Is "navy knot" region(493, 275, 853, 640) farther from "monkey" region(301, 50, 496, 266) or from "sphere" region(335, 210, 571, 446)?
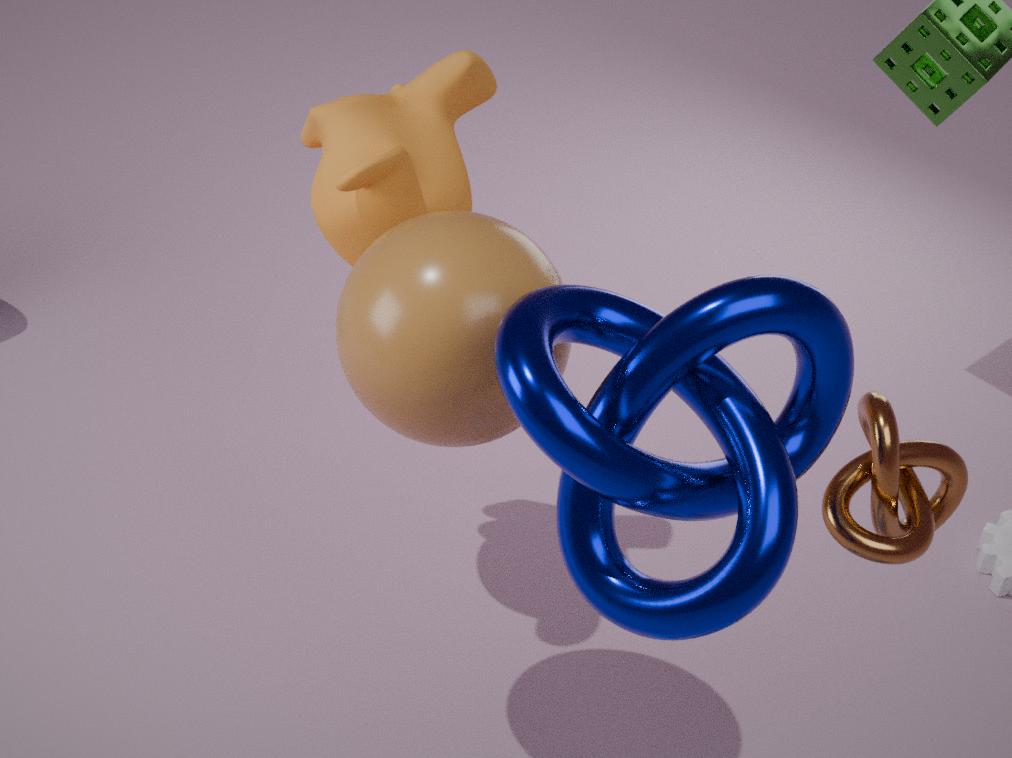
"monkey" region(301, 50, 496, 266)
